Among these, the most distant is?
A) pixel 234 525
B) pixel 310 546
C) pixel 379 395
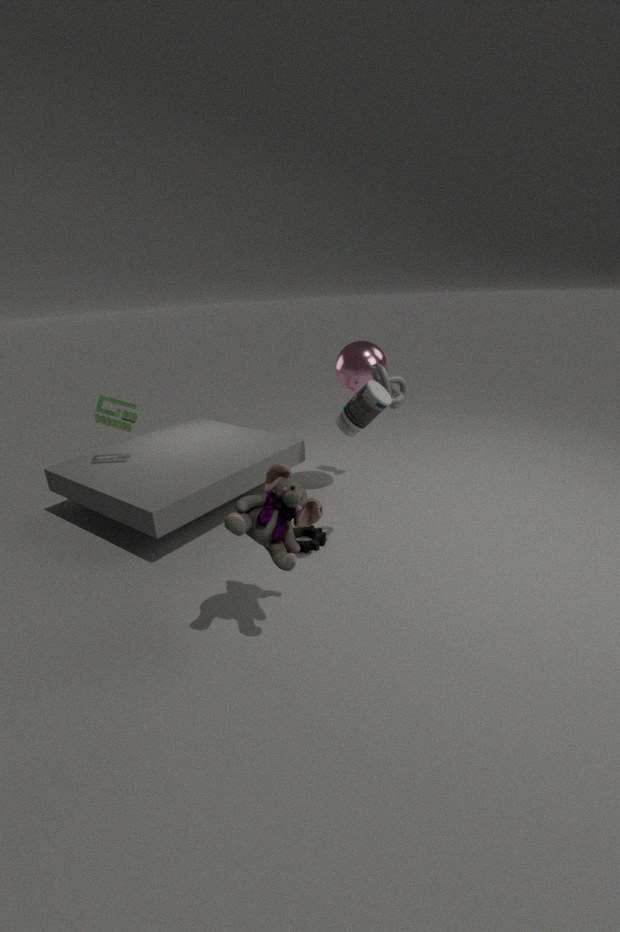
pixel 310 546
